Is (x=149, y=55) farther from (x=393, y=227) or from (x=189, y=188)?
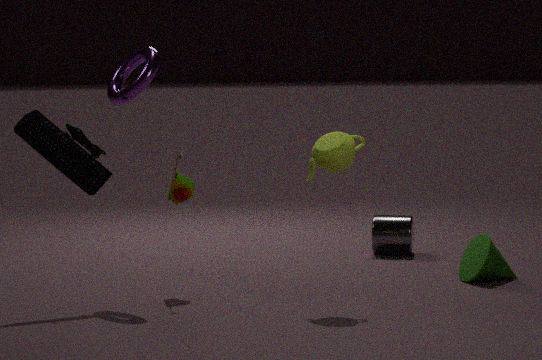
(x=393, y=227)
